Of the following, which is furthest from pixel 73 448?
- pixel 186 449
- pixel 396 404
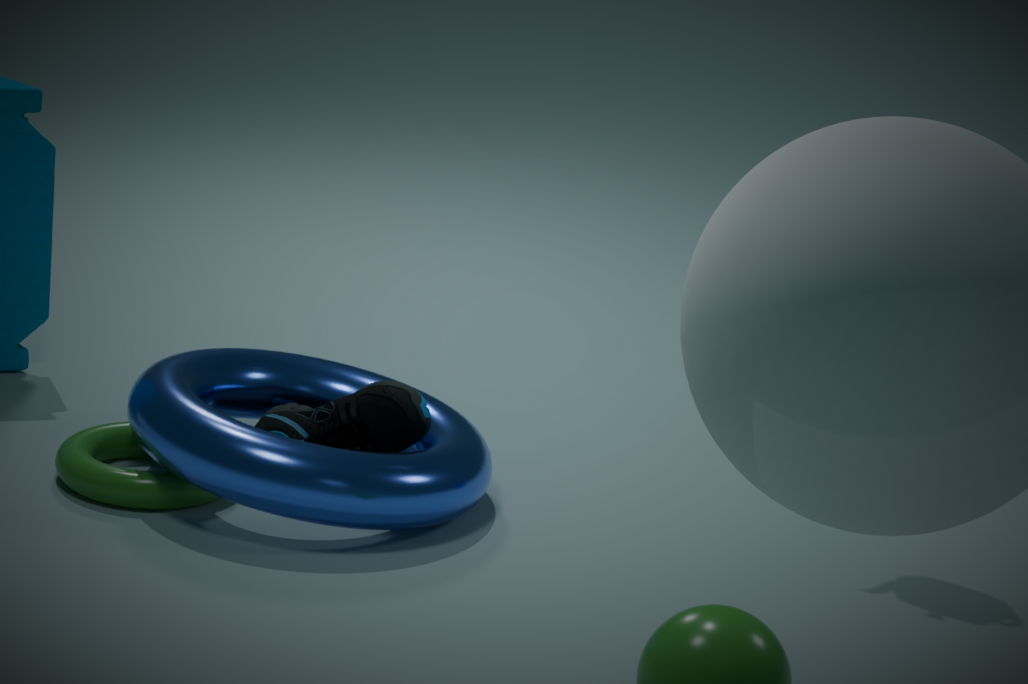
pixel 396 404
